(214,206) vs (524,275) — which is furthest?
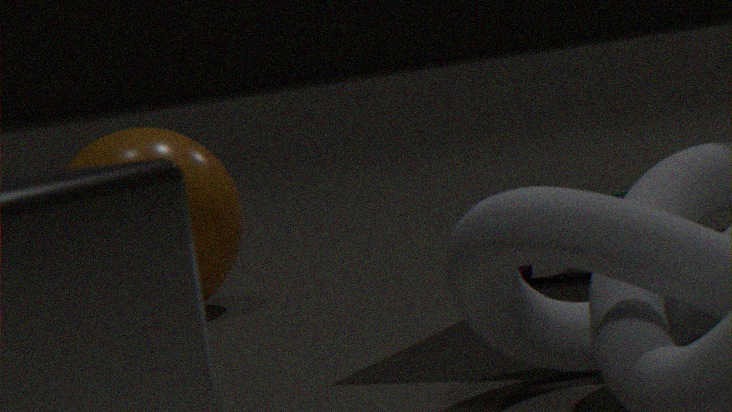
(214,206)
